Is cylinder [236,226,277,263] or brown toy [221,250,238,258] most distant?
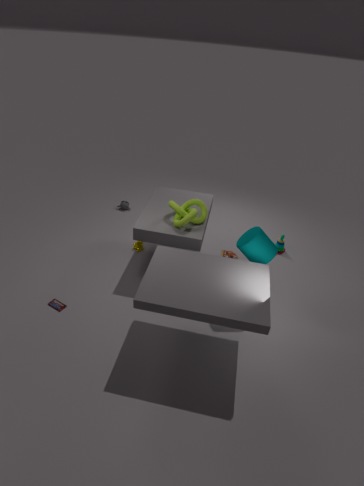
brown toy [221,250,238,258]
